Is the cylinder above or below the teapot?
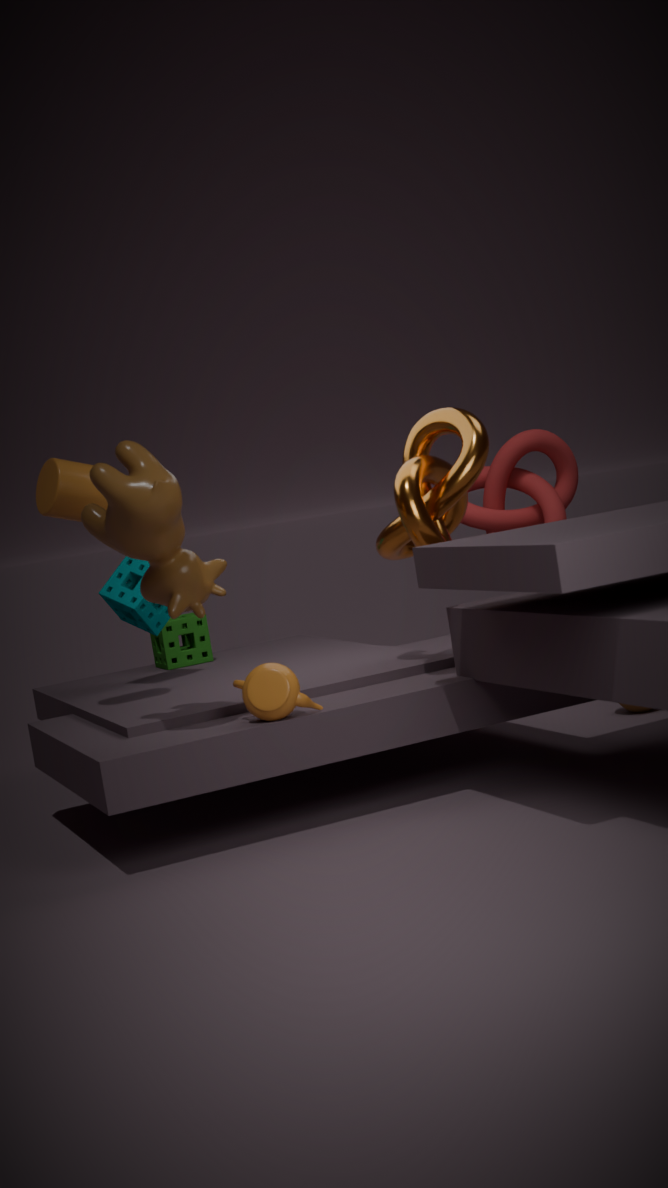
above
